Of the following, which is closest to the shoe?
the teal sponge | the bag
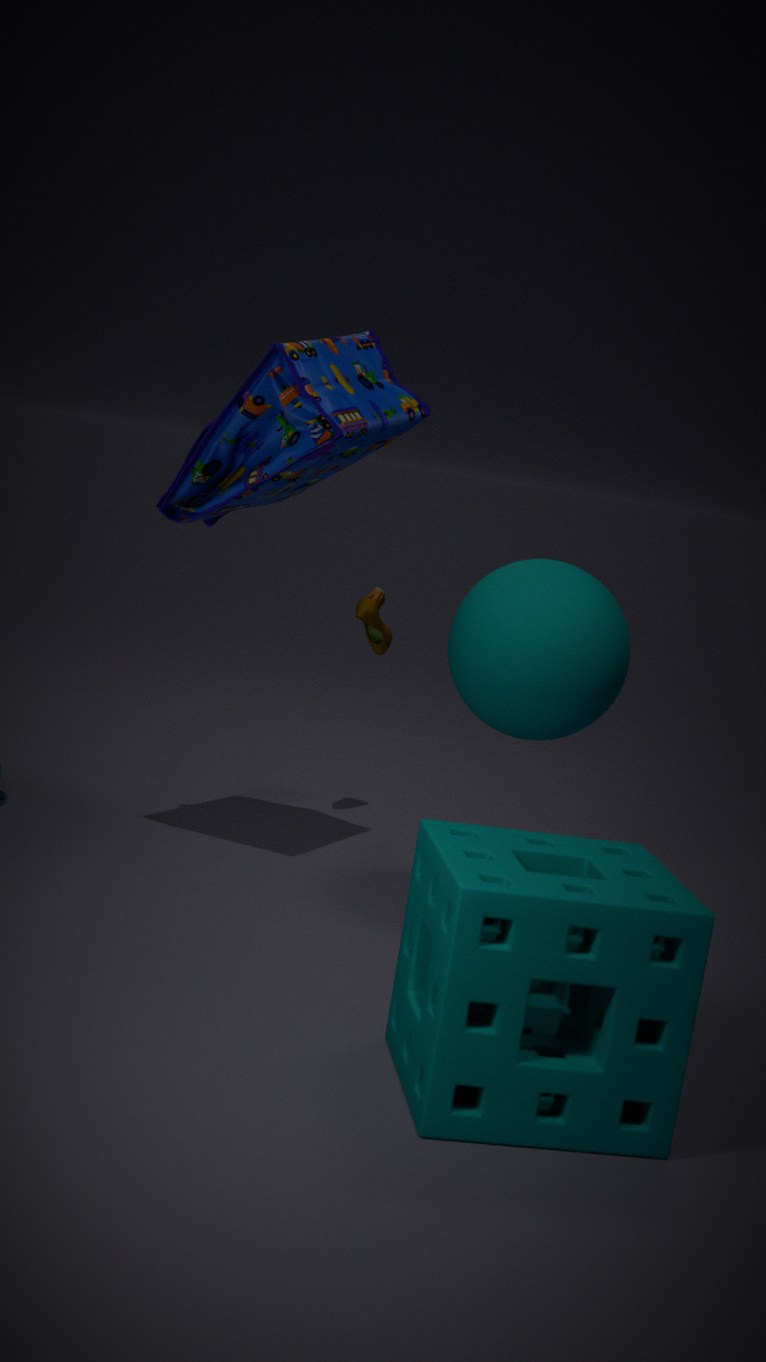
the bag
